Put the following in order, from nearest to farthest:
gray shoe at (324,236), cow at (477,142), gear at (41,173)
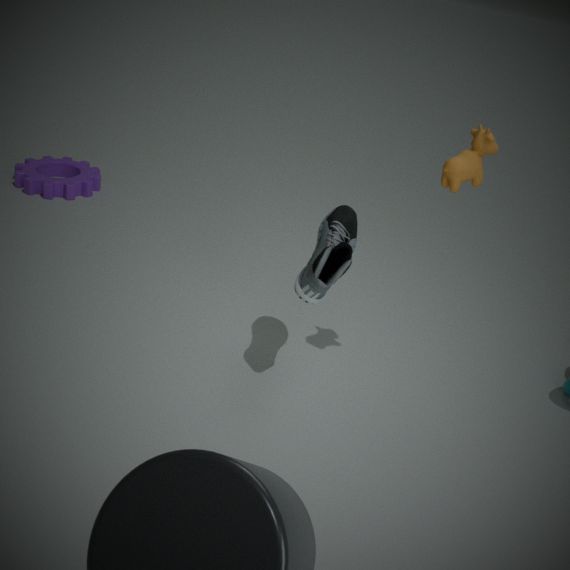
cow at (477,142)
gray shoe at (324,236)
gear at (41,173)
